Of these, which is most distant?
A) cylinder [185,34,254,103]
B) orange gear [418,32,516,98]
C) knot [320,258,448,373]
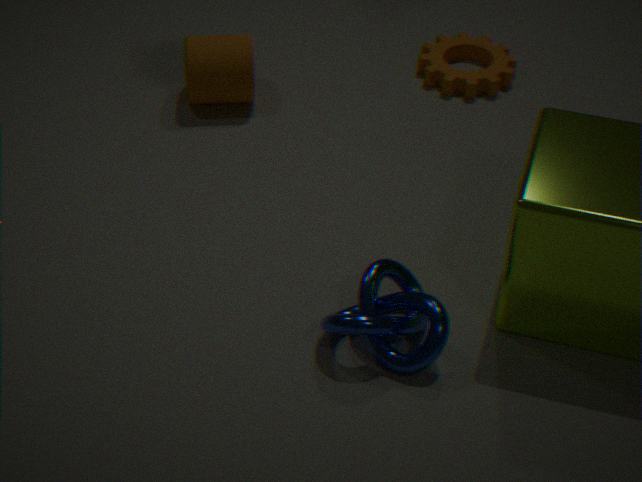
orange gear [418,32,516,98]
